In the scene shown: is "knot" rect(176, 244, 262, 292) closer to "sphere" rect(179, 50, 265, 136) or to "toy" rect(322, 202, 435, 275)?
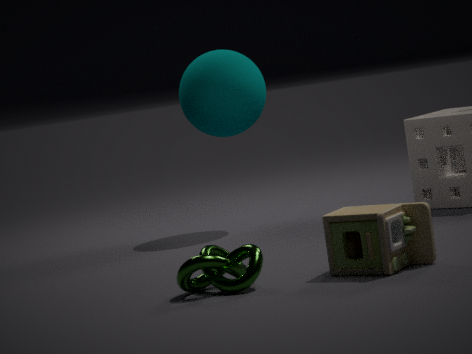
"toy" rect(322, 202, 435, 275)
